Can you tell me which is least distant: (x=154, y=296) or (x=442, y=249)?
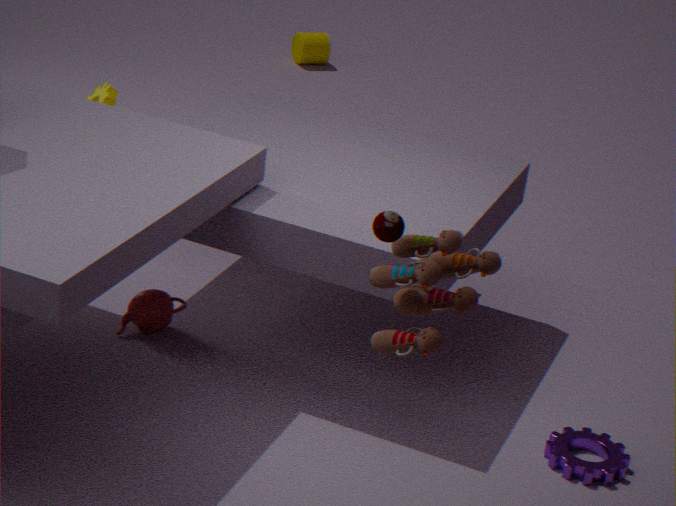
(x=442, y=249)
